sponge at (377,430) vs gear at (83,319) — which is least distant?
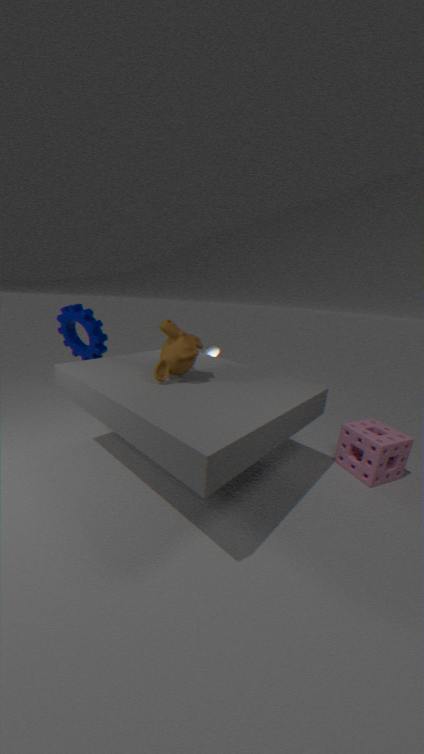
sponge at (377,430)
